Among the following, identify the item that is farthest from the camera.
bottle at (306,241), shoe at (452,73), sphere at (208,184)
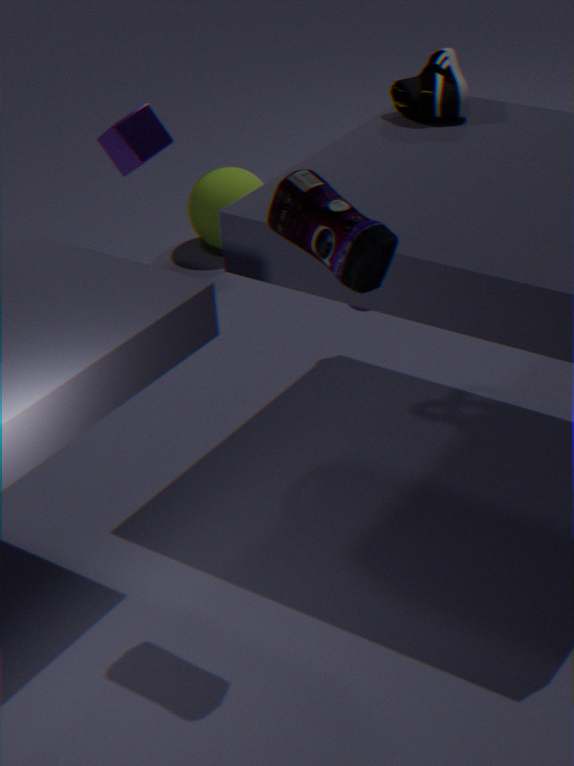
sphere at (208,184)
